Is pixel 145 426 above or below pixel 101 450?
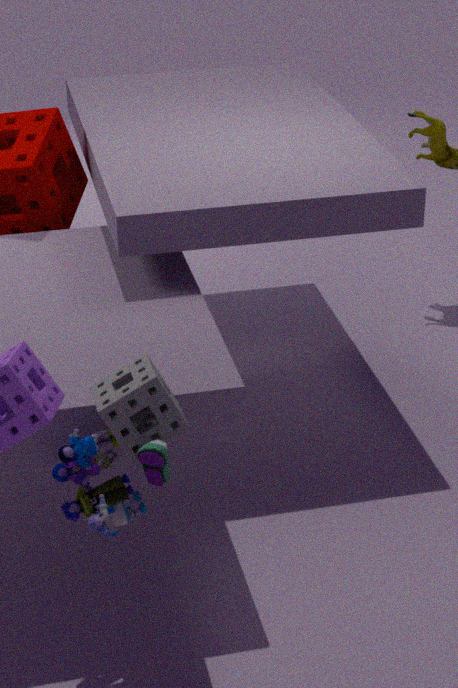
above
